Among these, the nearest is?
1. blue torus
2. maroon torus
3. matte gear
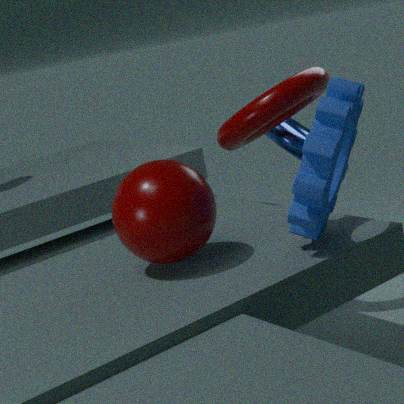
matte gear
